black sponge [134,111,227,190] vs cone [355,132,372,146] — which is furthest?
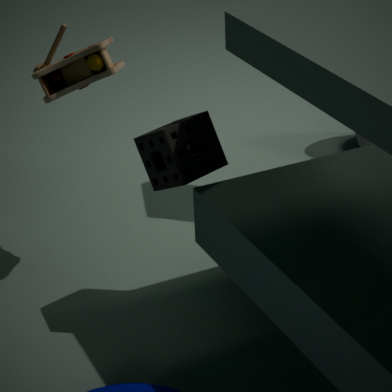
cone [355,132,372,146]
